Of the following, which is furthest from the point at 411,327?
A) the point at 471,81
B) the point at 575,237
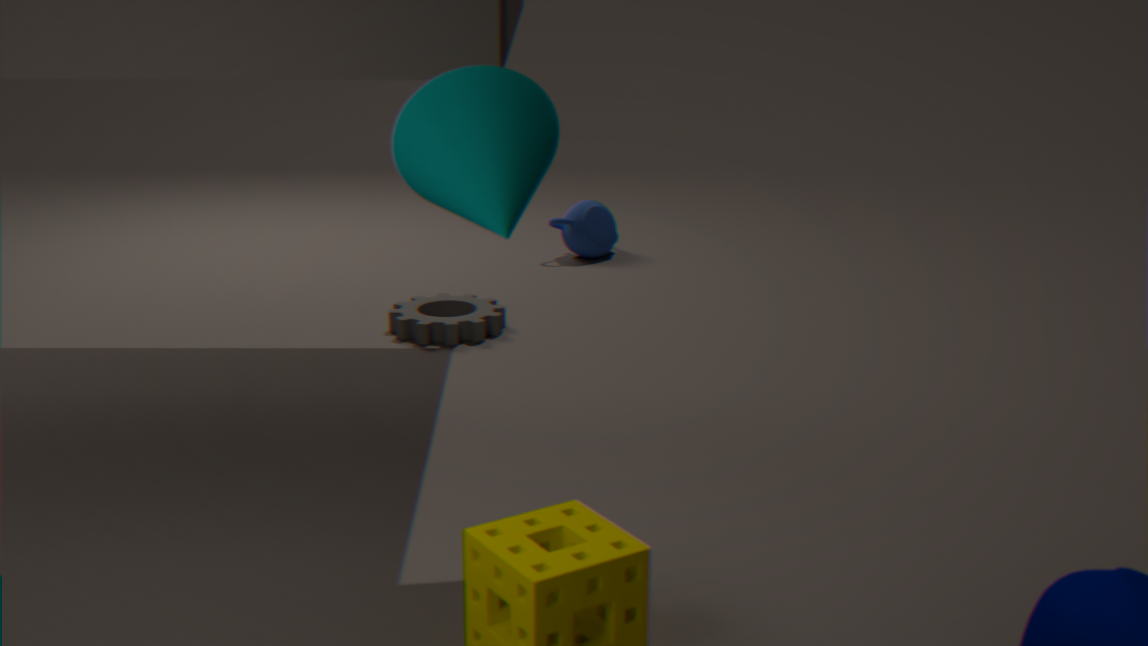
the point at 471,81
